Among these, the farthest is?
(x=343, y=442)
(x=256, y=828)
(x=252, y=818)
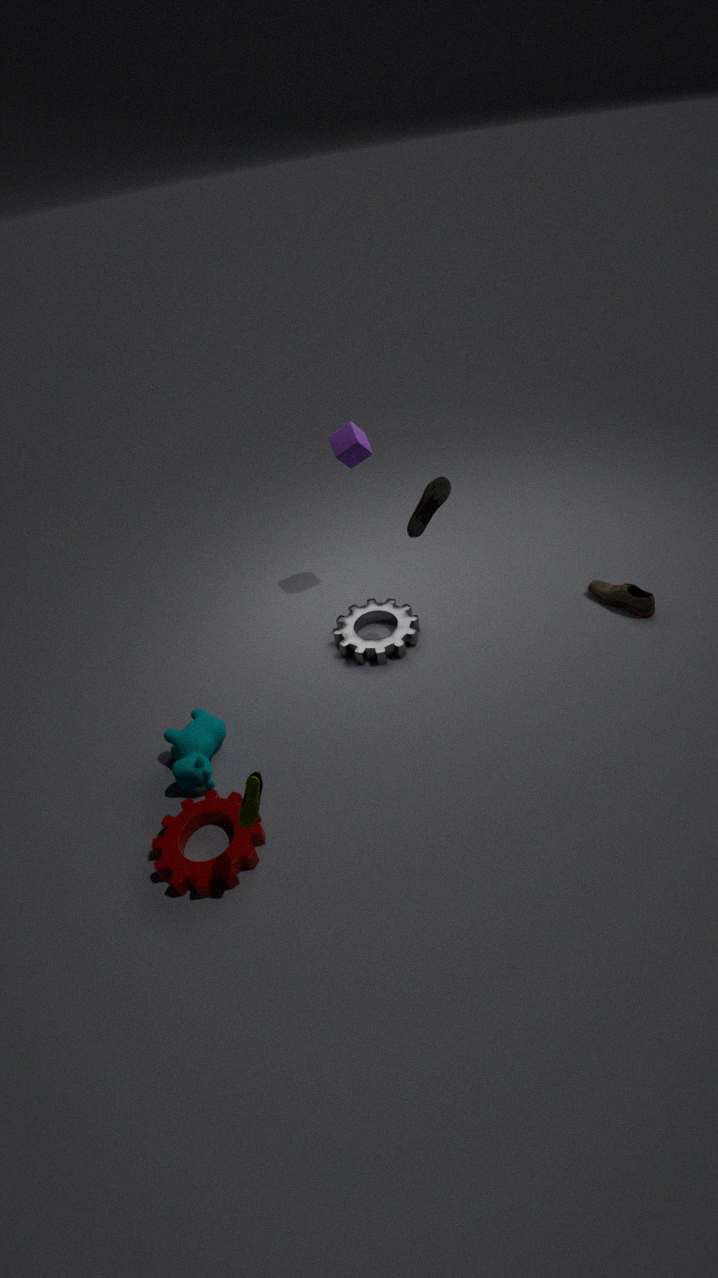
(x=343, y=442)
